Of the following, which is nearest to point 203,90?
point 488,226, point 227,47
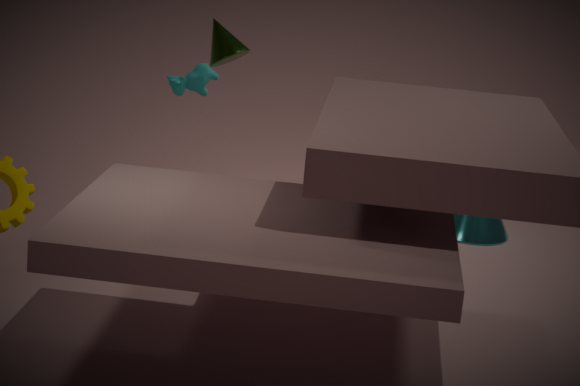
point 227,47
